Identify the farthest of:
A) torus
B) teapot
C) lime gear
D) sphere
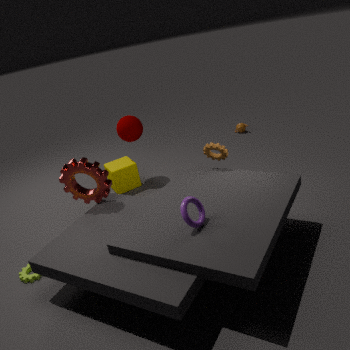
teapot
